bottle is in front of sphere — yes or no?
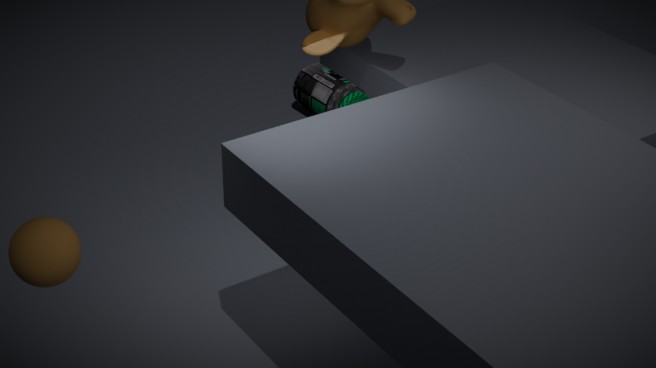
No
